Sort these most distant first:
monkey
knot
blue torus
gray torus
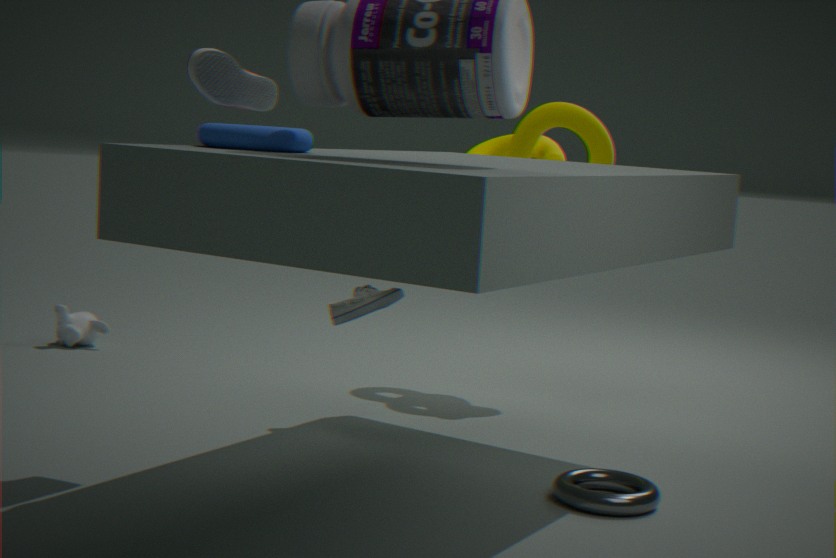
monkey → knot → gray torus → blue torus
